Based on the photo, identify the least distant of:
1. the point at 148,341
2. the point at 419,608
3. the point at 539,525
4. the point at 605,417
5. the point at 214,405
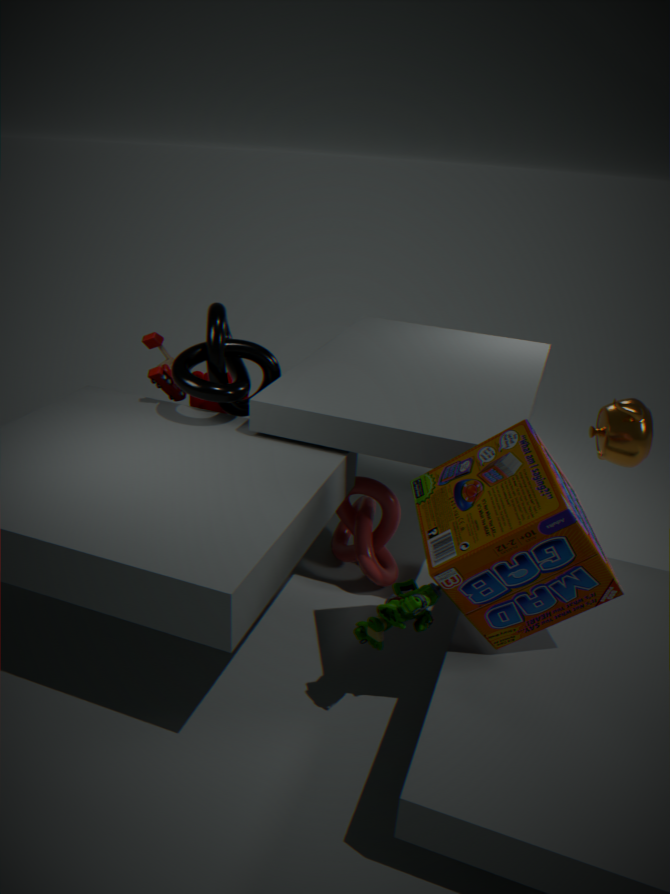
the point at 539,525
